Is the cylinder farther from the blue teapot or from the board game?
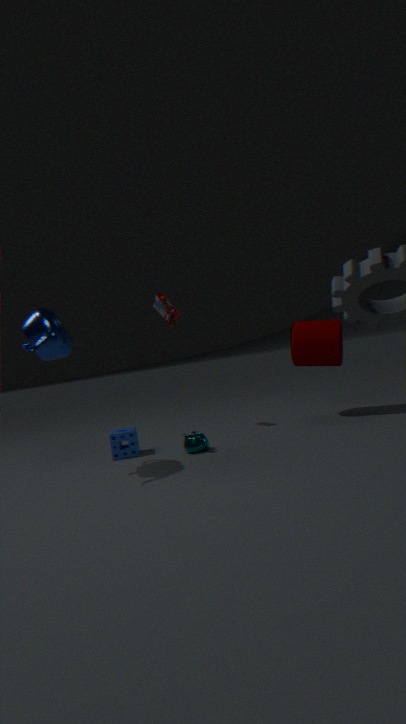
the blue teapot
